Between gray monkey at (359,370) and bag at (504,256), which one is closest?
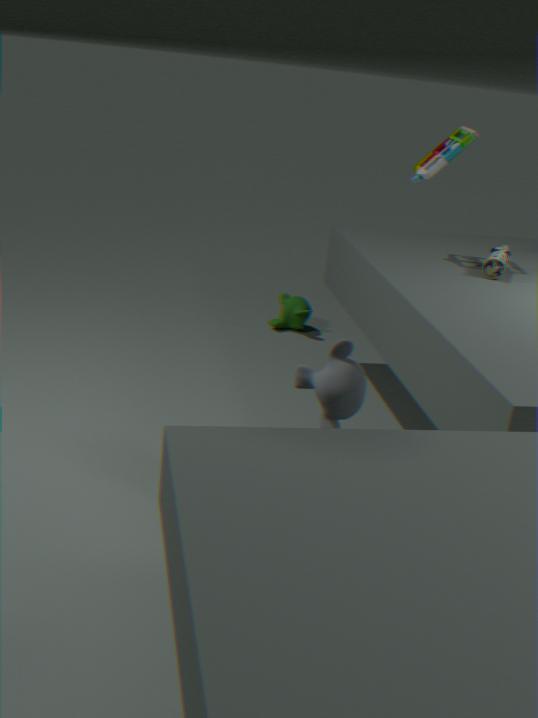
gray monkey at (359,370)
